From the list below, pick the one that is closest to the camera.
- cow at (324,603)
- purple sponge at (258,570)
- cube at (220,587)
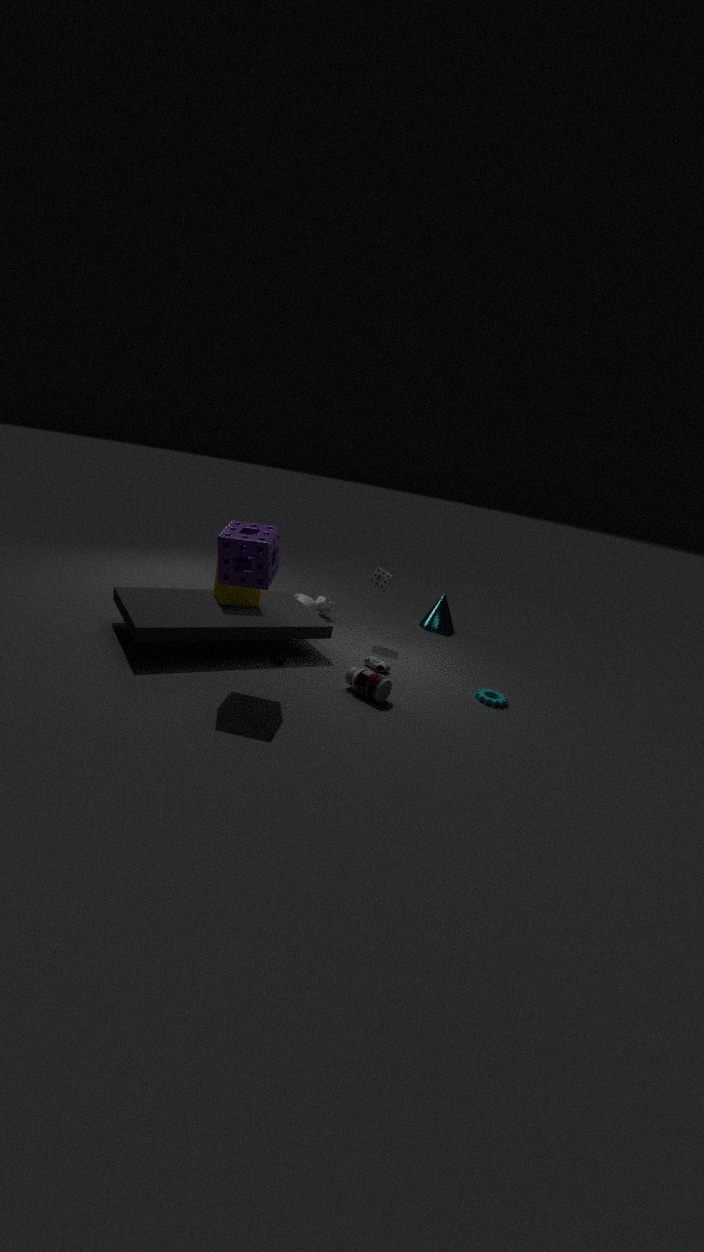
purple sponge at (258,570)
